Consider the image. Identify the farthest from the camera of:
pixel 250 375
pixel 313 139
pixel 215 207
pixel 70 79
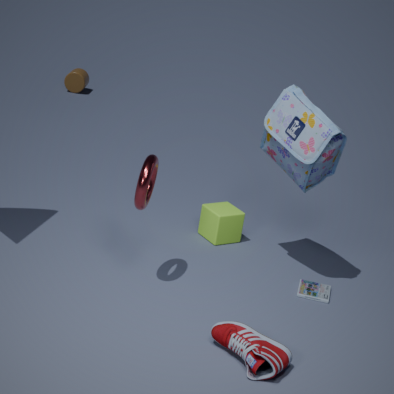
pixel 70 79
